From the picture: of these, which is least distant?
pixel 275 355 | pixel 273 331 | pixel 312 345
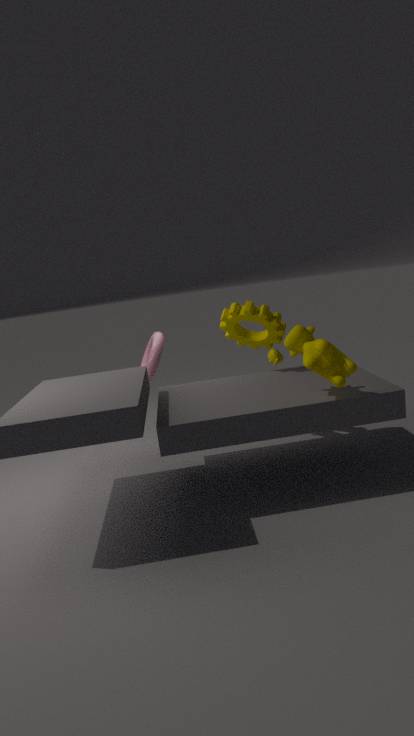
pixel 312 345
